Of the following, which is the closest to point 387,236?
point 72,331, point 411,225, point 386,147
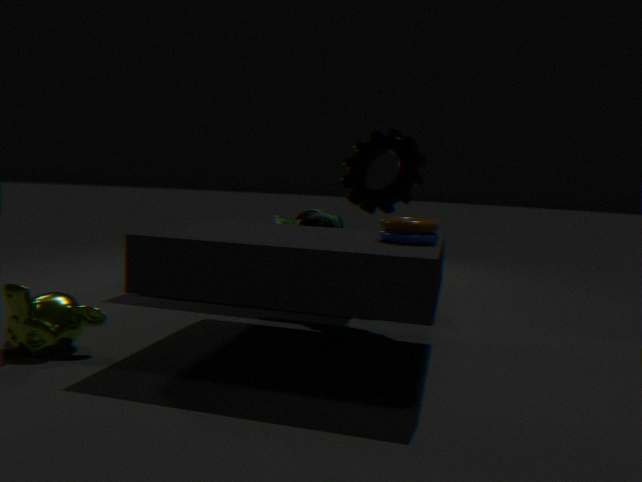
point 411,225
